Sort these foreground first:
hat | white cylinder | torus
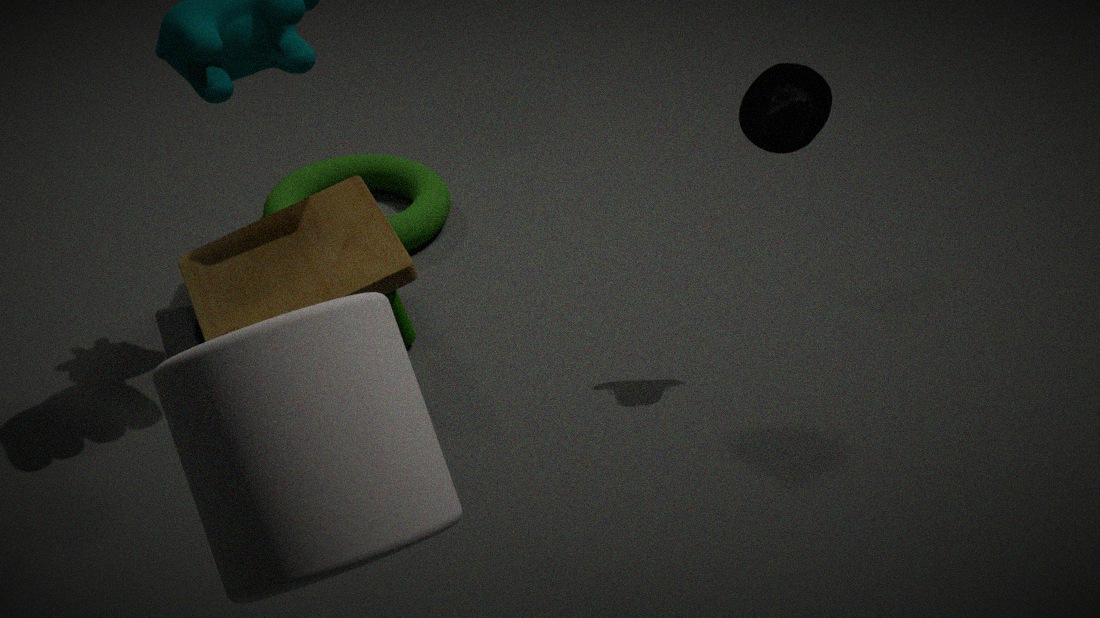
1. white cylinder
2. hat
3. torus
